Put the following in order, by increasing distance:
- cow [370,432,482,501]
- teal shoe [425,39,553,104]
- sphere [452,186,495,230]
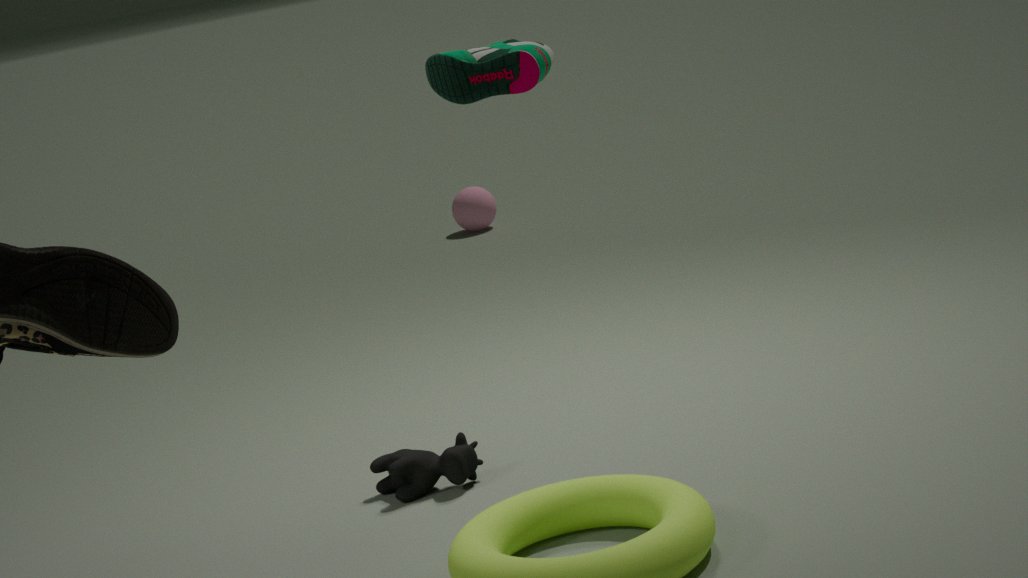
teal shoe [425,39,553,104], cow [370,432,482,501], sphere [452,186,495,230]
